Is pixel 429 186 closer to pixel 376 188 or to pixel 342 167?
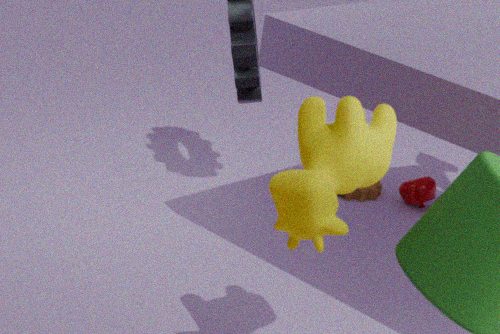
pixel 376 188
